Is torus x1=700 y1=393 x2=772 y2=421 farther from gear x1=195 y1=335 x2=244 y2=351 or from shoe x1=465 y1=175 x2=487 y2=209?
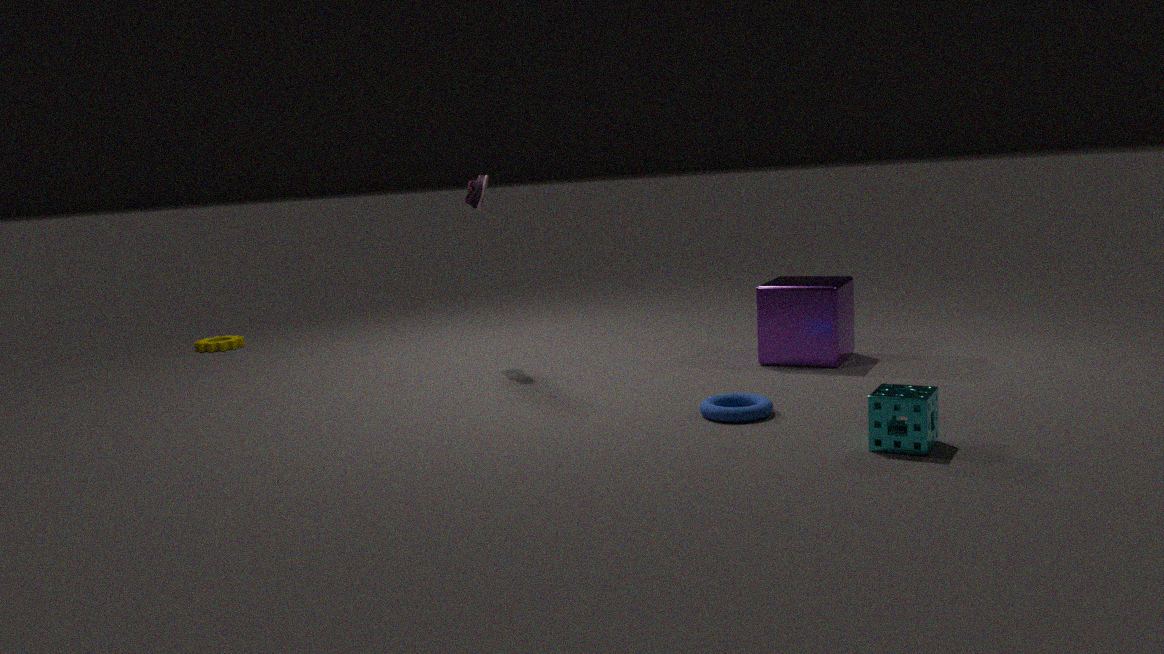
gear x1=195 y1=335 x2=244 y2=351
